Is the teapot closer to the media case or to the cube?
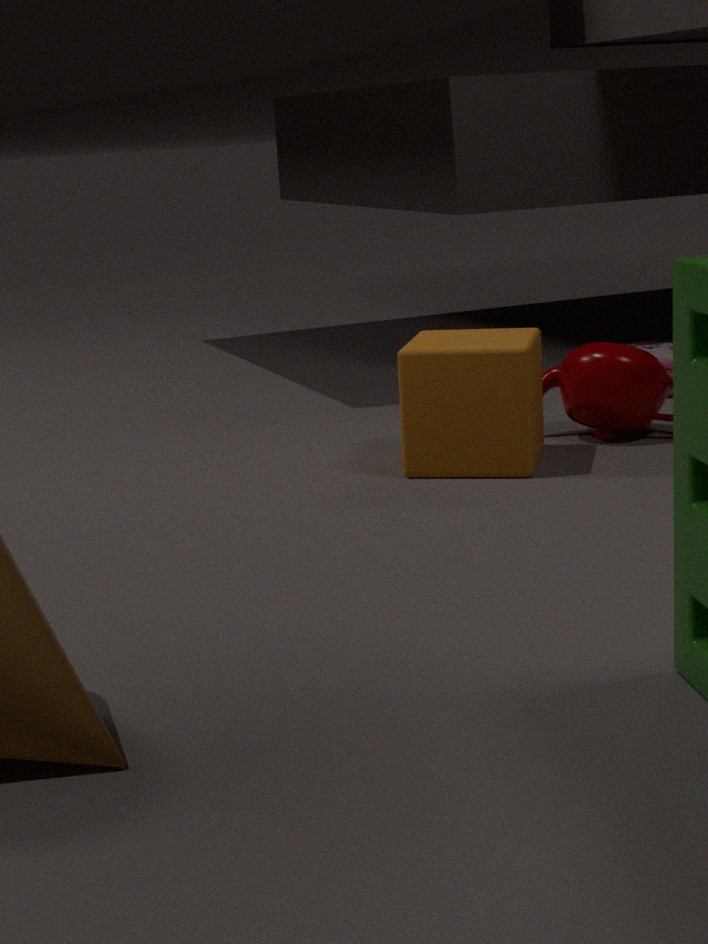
the cube
